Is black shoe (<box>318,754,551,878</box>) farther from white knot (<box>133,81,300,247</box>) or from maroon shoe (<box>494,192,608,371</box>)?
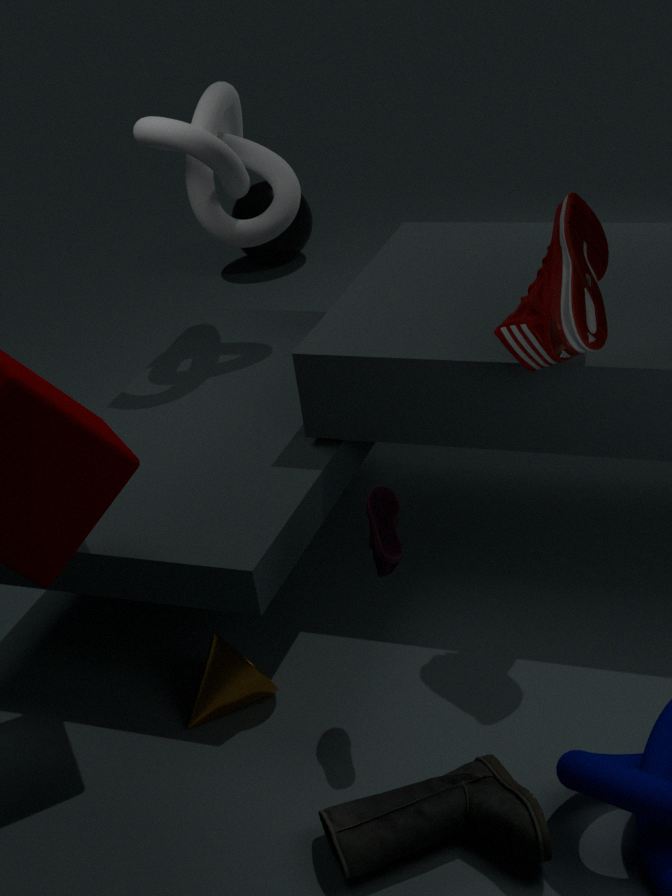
white knot (<box>133,81,300,247</box>)
